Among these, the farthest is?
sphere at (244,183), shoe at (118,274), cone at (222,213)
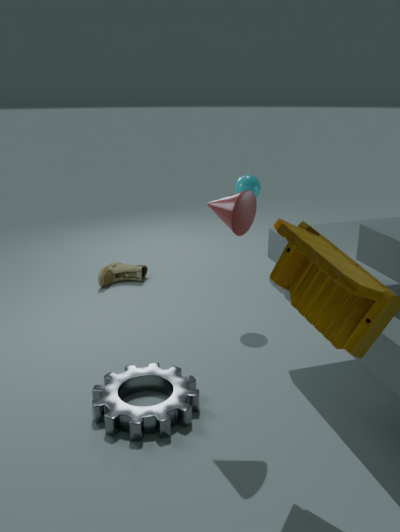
shoe at (118,274)
